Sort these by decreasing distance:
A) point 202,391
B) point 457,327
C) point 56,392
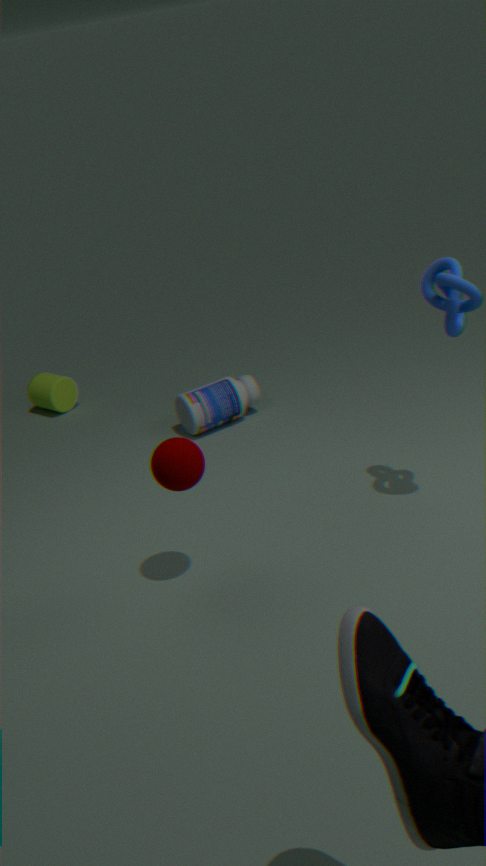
C. point 56,392, A. point 202,391, B. point 457,327
